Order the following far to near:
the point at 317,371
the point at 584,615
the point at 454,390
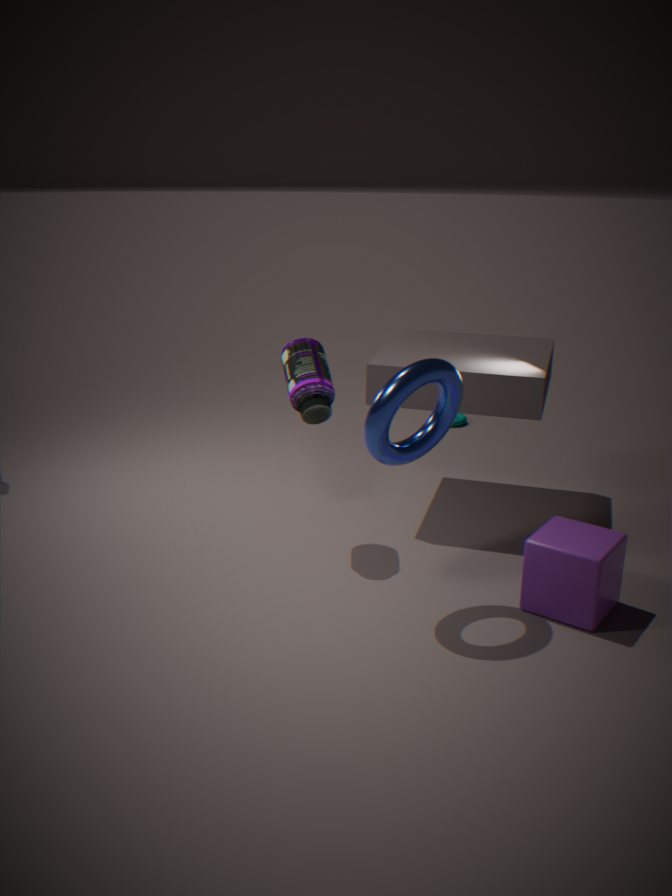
the point at 317,371 < the point at 584,615 < the point at 454,390
